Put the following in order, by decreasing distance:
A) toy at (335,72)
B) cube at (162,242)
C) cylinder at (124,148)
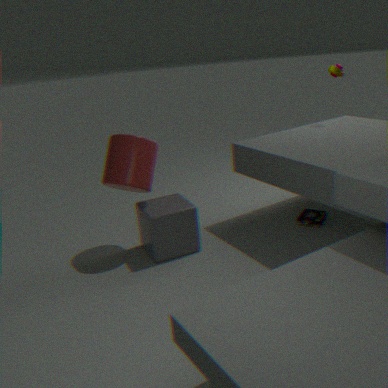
toy at (335,72)
cube at (162,242)
cylinder at (124,148)
